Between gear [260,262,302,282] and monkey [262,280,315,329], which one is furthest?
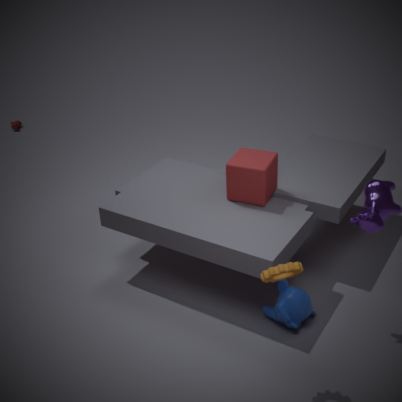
monkey [262,280,315,329]
